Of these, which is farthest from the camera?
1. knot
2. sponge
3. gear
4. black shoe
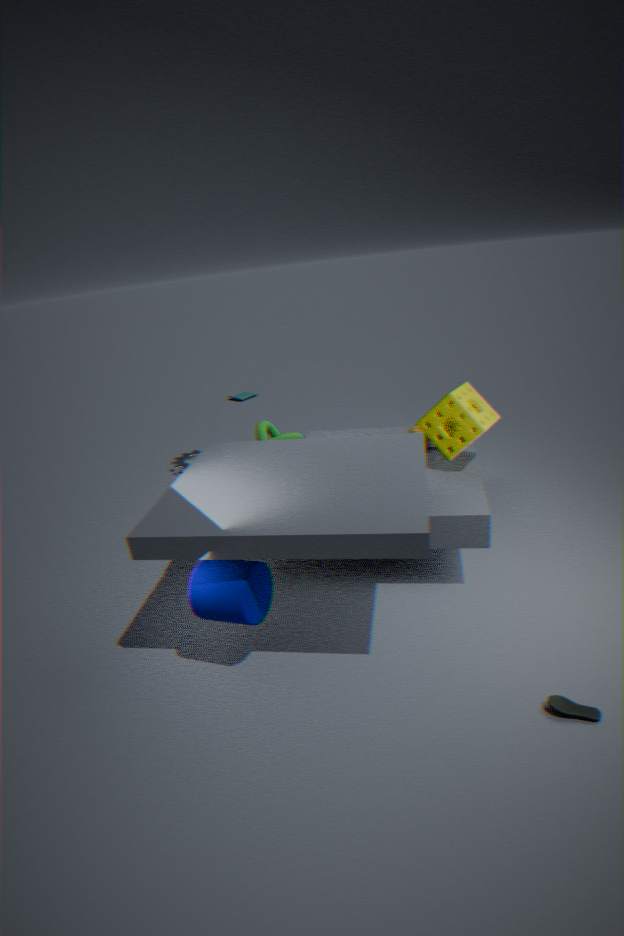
gear
